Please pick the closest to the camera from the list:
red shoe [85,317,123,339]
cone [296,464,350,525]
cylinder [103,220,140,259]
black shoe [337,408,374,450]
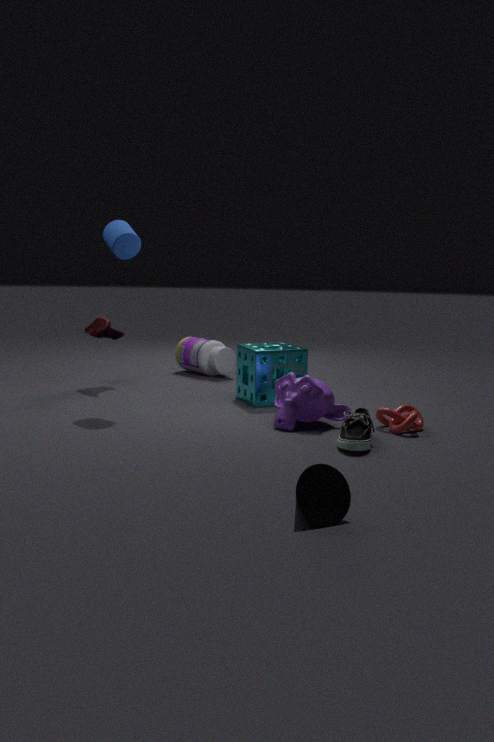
cone [296,464,350,525]
